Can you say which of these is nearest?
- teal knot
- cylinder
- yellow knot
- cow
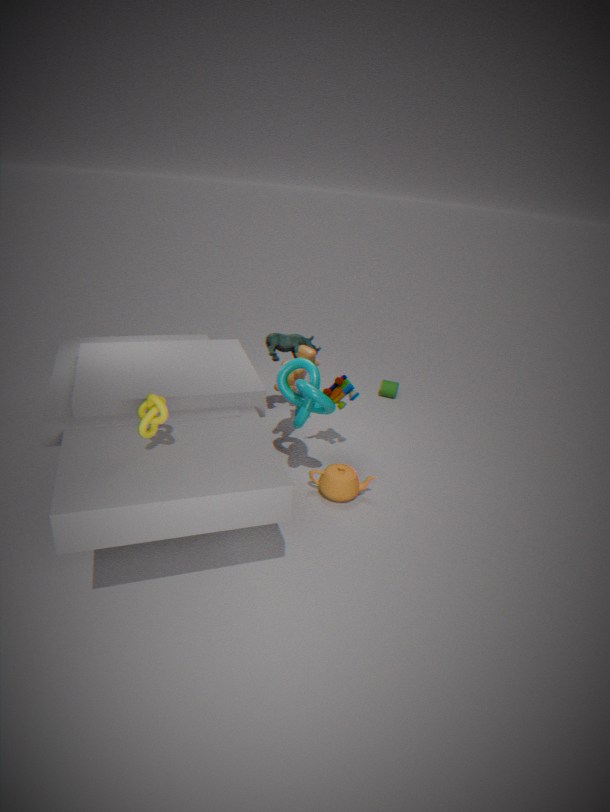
yellow knot
